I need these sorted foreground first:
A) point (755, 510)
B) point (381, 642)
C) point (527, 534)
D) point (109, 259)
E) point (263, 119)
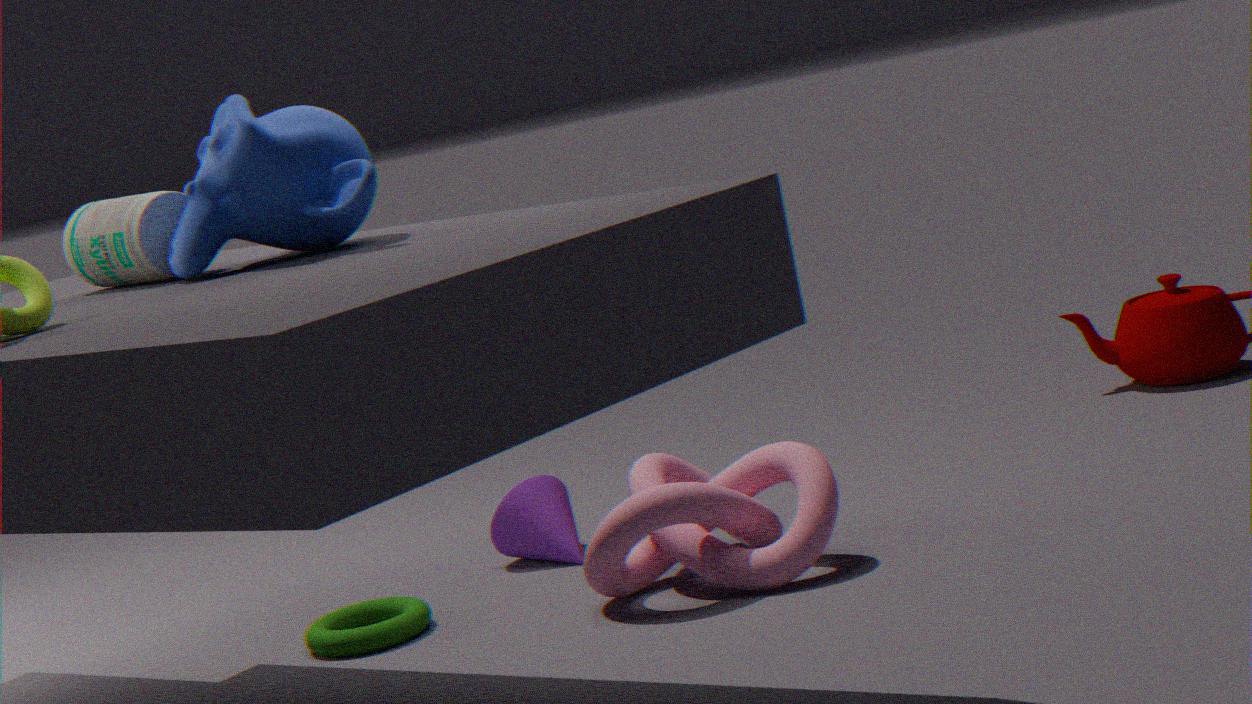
point (263, 119) < point (109, 259) < point (755, 510) < point (381, 642) < point (527, 534)
